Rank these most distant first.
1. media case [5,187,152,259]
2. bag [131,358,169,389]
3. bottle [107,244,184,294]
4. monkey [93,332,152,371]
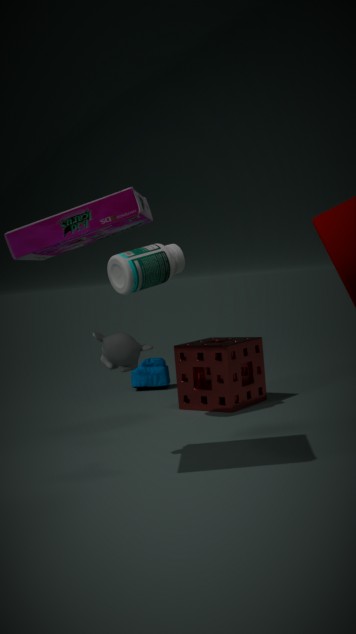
bag [131,358,169,389] → bottle [107,244,184,294] → monkey [93,332,152,371] → media case [5,187,152,259]
